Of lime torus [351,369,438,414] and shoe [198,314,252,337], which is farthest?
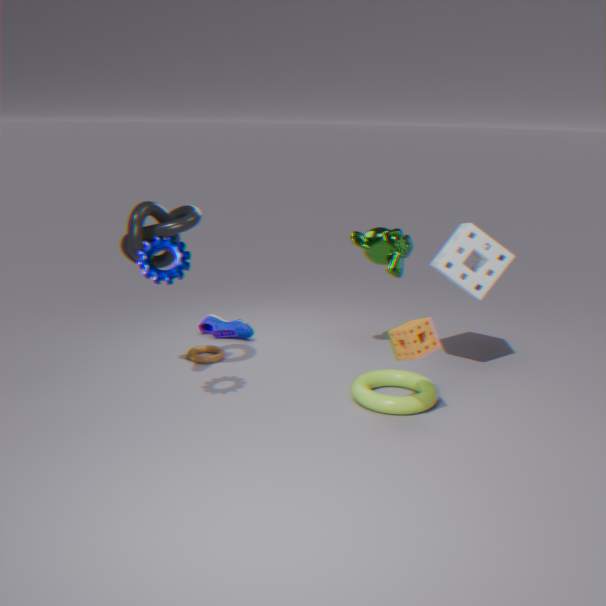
shoe [198,314,252,337]
